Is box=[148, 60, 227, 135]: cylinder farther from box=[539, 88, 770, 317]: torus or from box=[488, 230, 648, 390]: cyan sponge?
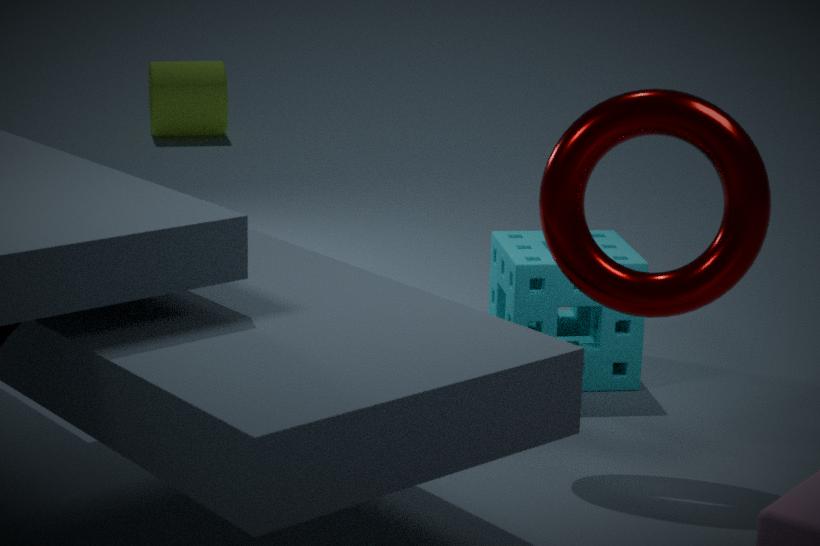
box=[539, 88, 770, 317]: torus
